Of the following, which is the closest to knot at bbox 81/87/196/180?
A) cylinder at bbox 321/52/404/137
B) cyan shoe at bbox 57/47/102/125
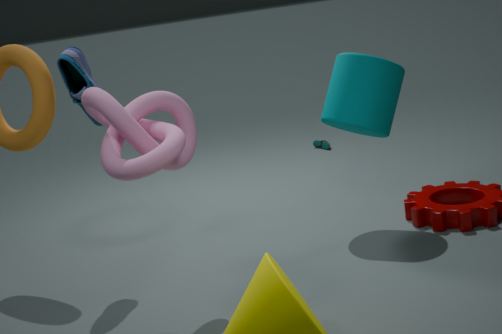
cyan shoe at bbox 57/47/102/125
